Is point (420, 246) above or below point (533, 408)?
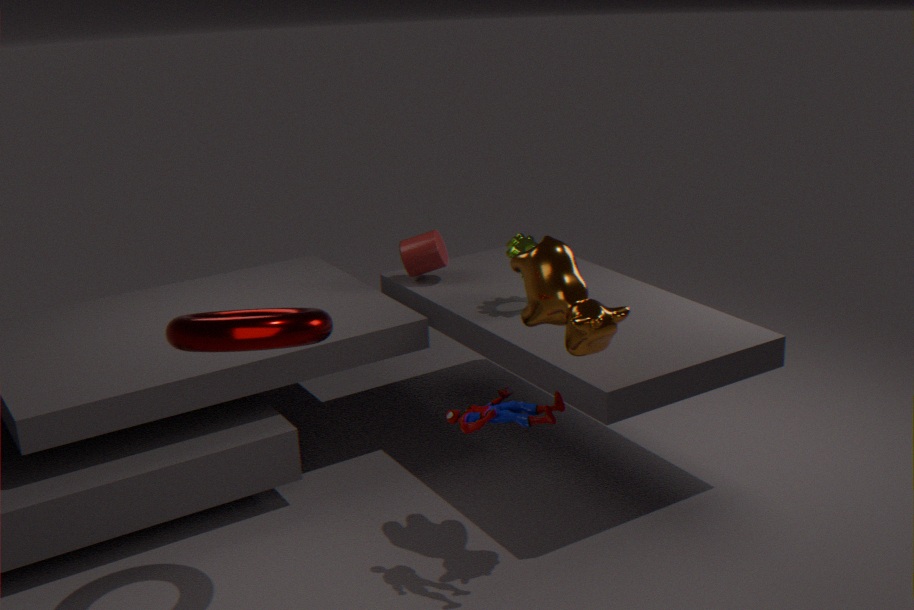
above
